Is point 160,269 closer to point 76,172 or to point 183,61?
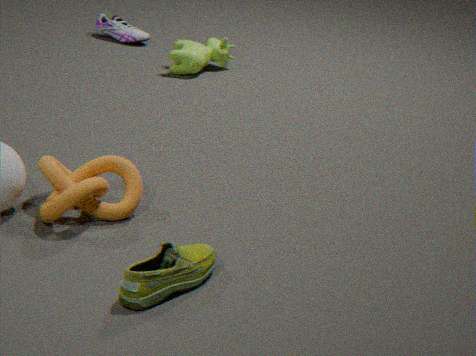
point 76,172
